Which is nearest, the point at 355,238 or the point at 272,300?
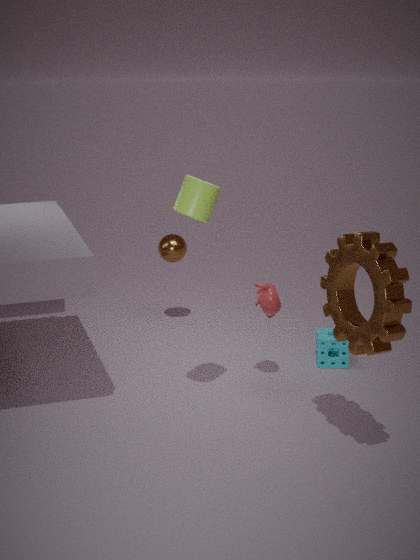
the point at 355,238
